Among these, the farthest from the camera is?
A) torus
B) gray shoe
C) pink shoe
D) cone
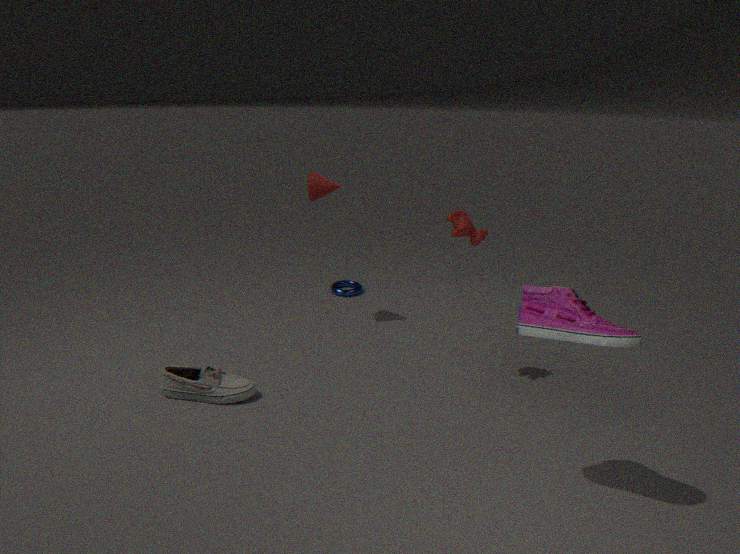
torus
